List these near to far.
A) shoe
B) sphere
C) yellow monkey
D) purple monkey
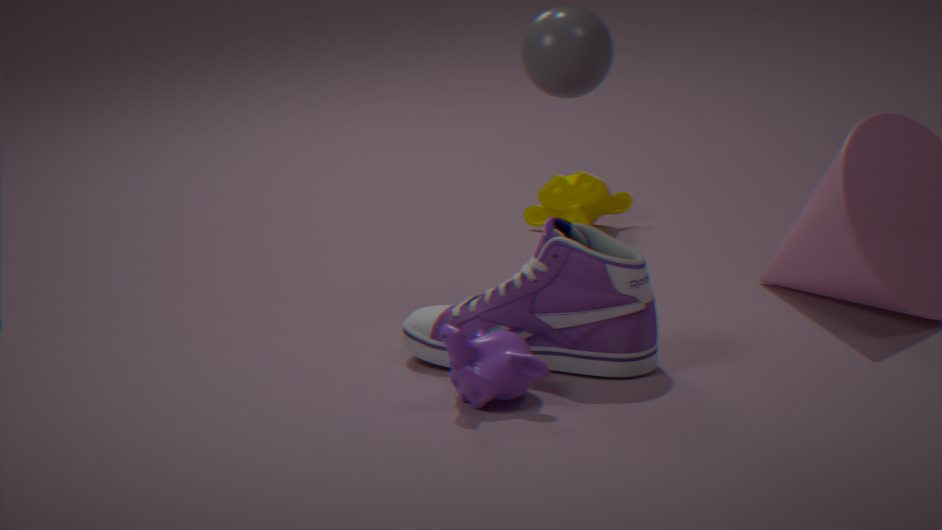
purple monkey
shoe
sphere
yellow monkey
